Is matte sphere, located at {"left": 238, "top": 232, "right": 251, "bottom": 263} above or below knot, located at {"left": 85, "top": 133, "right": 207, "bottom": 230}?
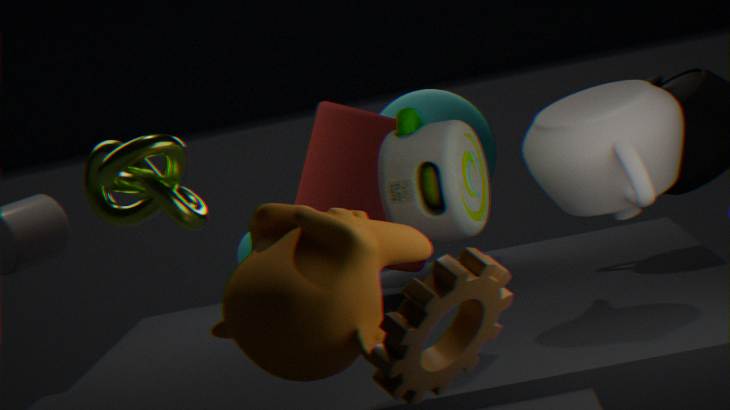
below
